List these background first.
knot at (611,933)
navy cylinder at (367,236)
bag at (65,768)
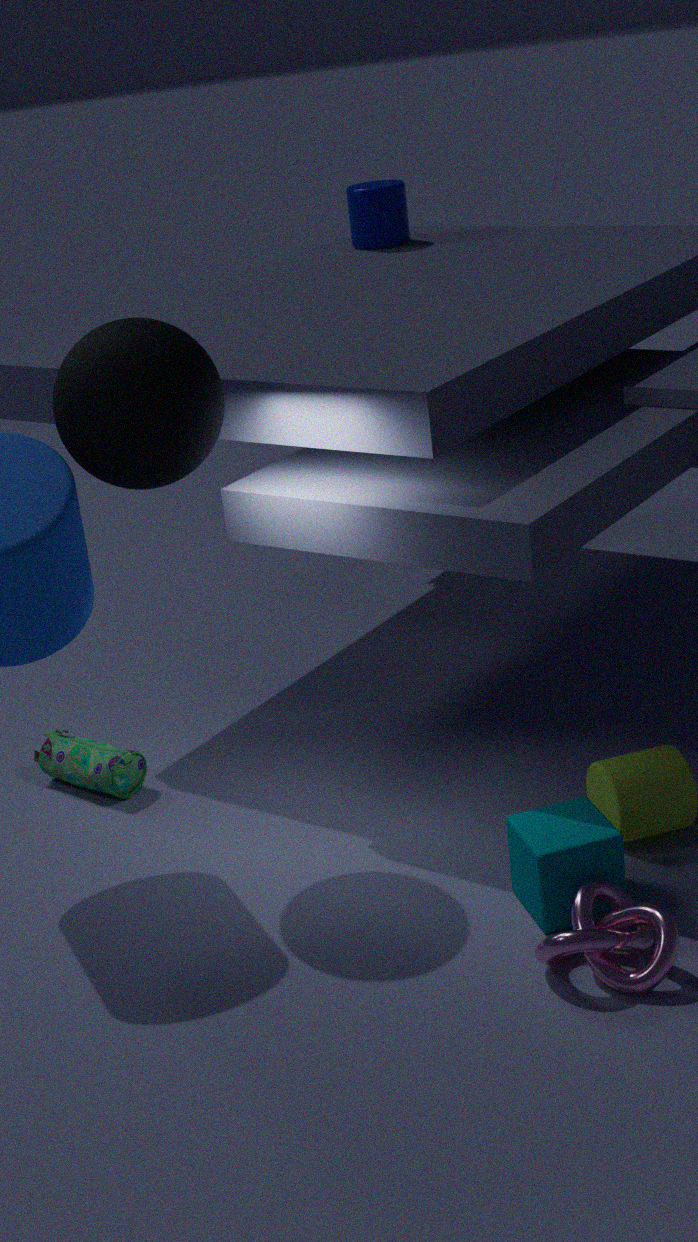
navy cylinder at (367,236) → bag at (65,768) → knot at (611,933)
